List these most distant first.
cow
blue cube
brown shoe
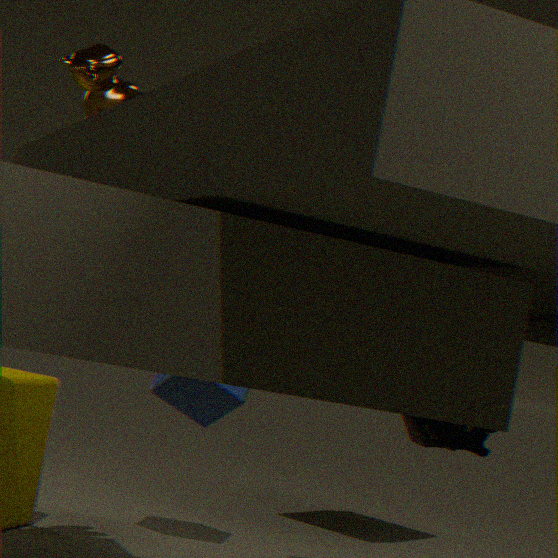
1. blue cube
2. cow
3. brown shoe
